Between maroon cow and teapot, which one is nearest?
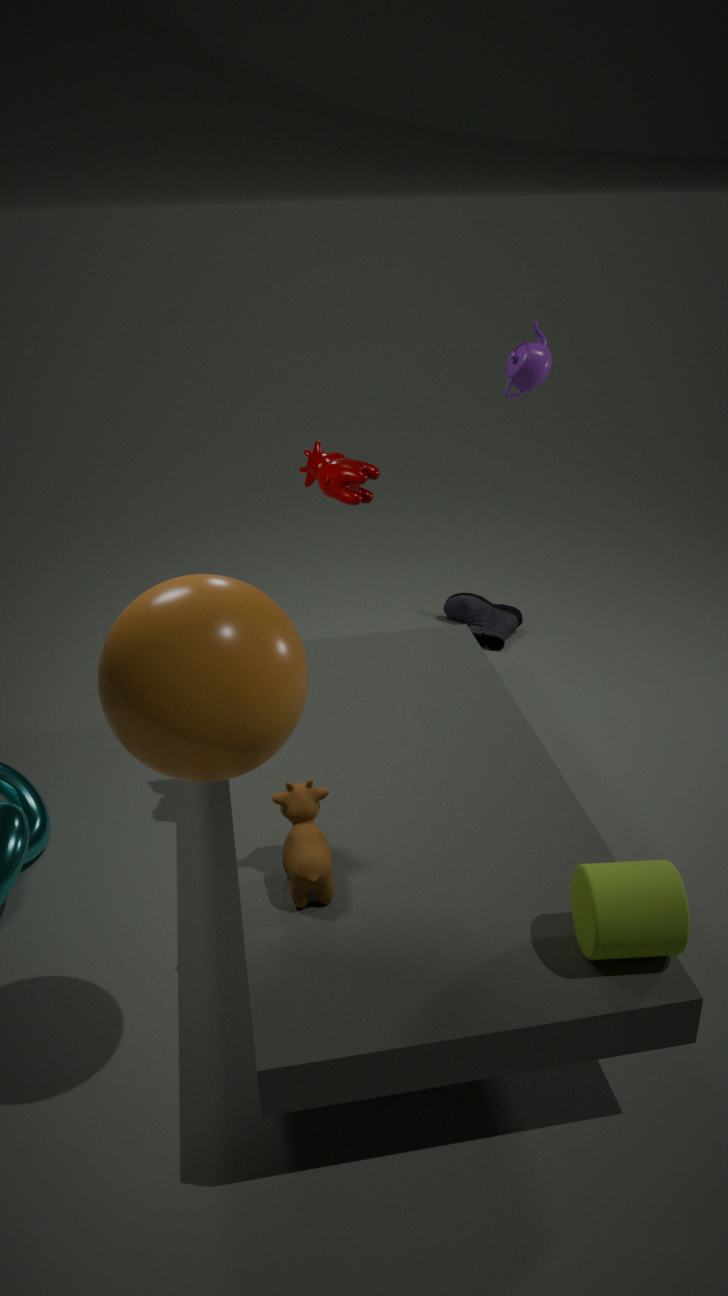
maroon cow
